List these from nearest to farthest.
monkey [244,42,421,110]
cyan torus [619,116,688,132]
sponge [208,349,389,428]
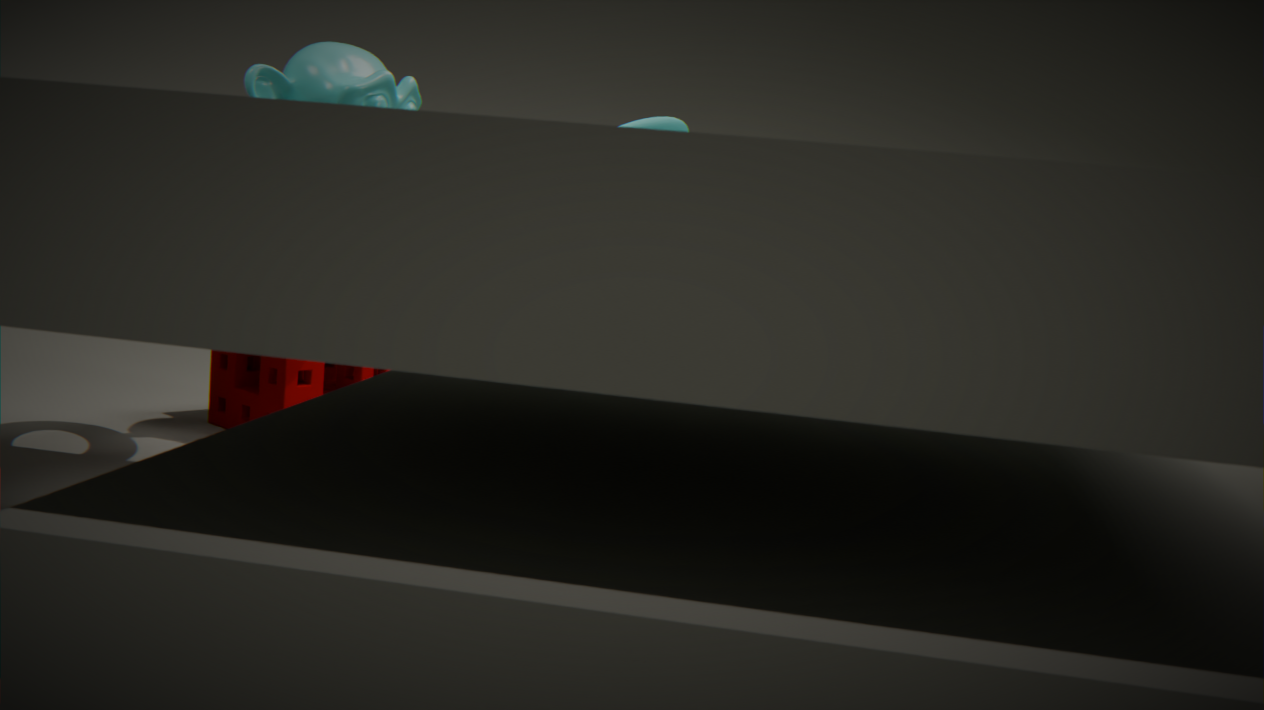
monkey [244,42,421,110], cyan torus [619,116,688,132], sponge [208,349,389,428]
